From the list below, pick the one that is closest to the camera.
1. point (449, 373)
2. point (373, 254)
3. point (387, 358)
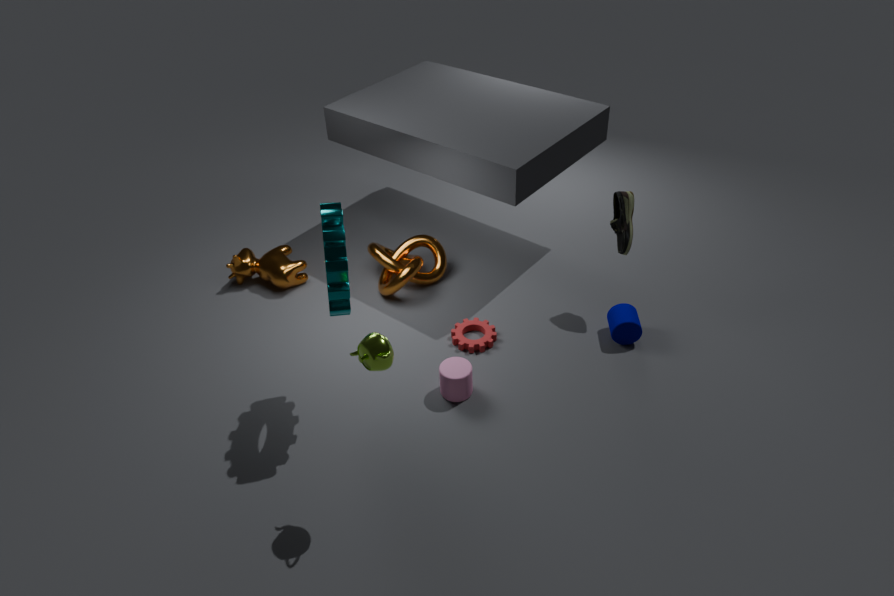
point (387, 358)
